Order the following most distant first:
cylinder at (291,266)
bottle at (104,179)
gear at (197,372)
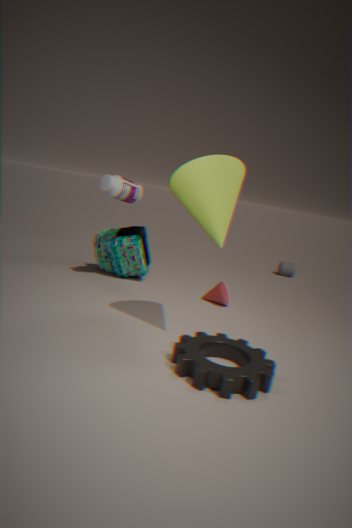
cylinder at (291,266) < bottle at (104,179) < gear at (197,372)
